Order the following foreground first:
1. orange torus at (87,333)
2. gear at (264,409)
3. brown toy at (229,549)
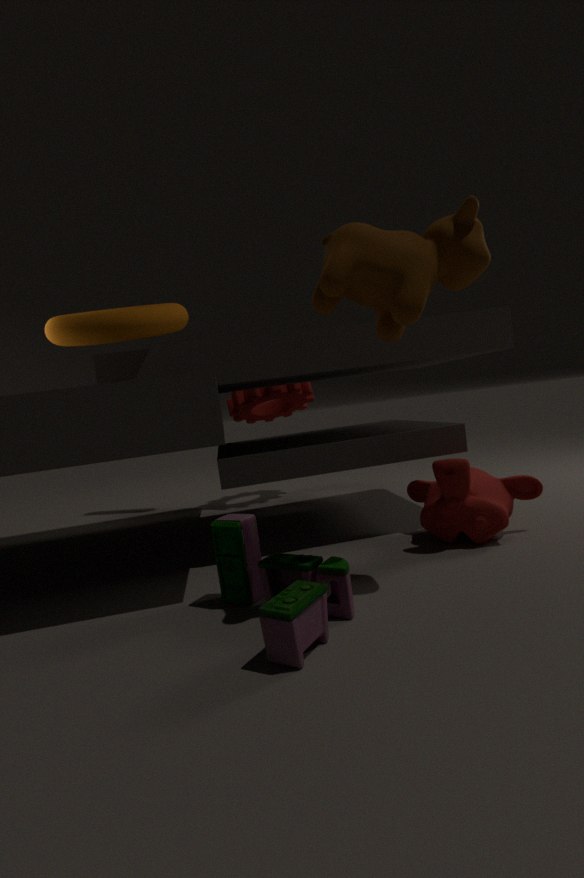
brown toy at (229,549)
orange torus at (87,333)
gear at (264,409)
